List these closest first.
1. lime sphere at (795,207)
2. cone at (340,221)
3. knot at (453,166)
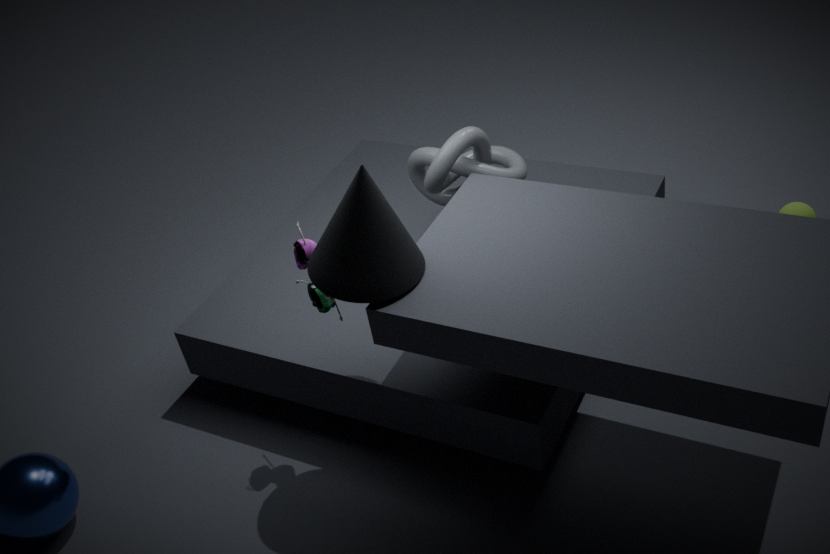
1. cone at (340,221)
2. knot at (453,166)
3. lime sphere at (795,207)
